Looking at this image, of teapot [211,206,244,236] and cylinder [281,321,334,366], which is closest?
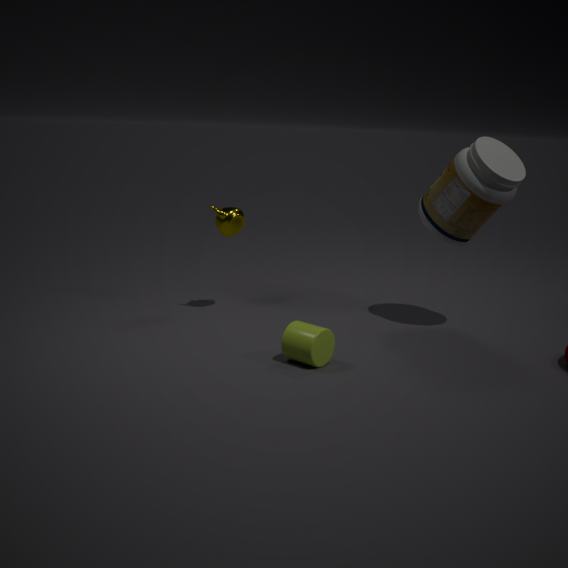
cylinder [281,321,334,366]
